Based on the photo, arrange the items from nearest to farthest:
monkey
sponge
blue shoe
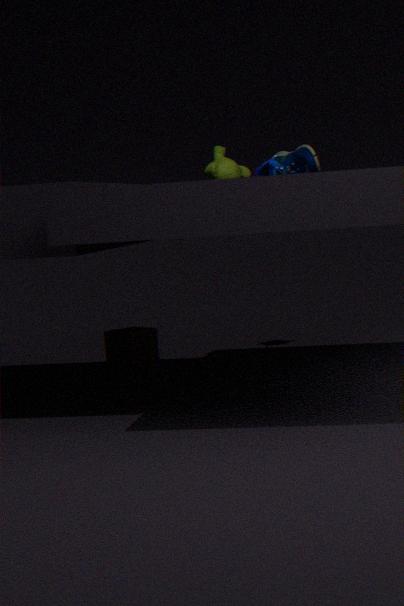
blue shoe < sponge < monkey
